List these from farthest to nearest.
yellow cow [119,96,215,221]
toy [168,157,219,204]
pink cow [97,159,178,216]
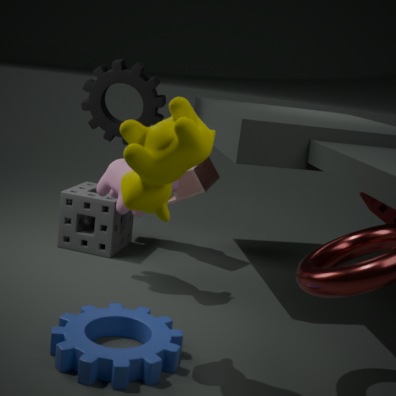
toy [168,157,219,204]
pink cow [97,159,178,216]
yellow cow [119,96,215,221]
